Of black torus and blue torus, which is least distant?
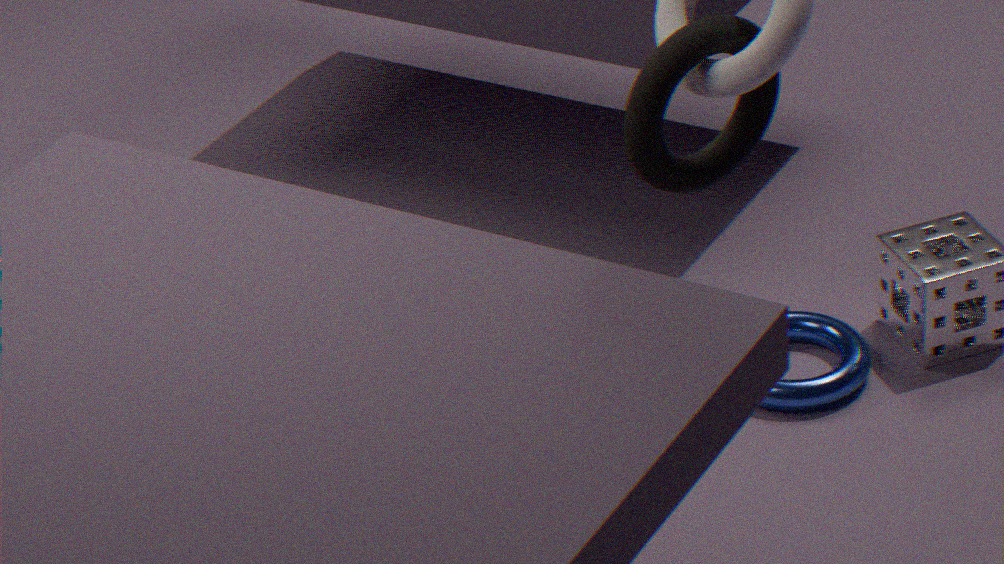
black torus
